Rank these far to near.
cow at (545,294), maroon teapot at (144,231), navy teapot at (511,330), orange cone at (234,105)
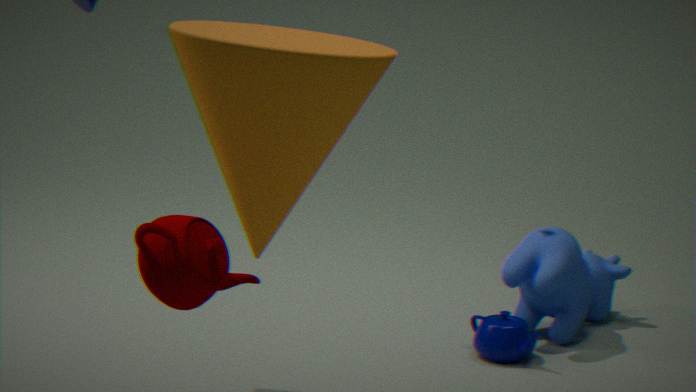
cow at (545,294) < navy teapot at (511,330) < orange cone at (234,105) < maroon teapot at (144,231)
